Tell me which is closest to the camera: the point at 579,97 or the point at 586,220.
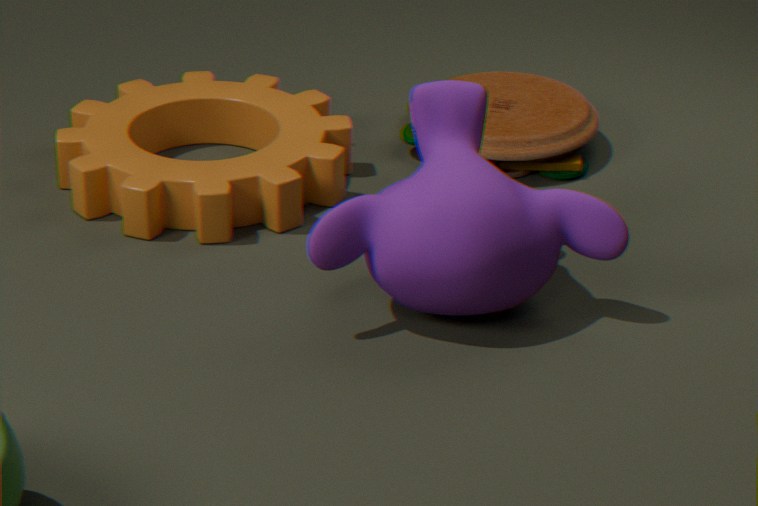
the point at 586,220
